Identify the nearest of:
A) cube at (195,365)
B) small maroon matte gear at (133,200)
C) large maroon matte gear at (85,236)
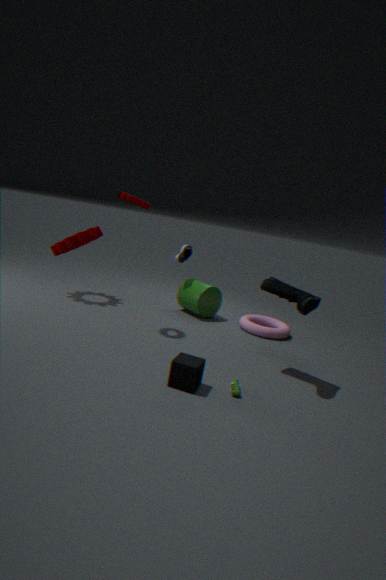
cube at (195,365)
